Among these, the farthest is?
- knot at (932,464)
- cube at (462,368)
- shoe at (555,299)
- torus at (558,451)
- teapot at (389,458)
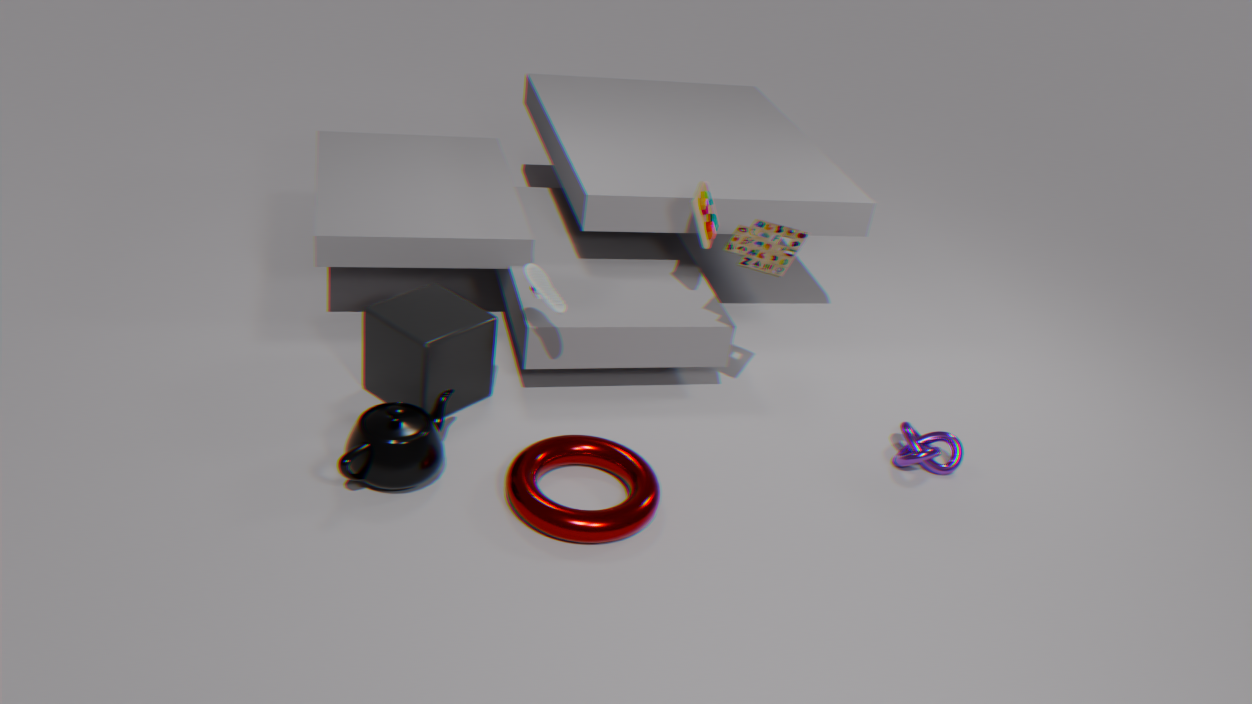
knot at (932,464)
